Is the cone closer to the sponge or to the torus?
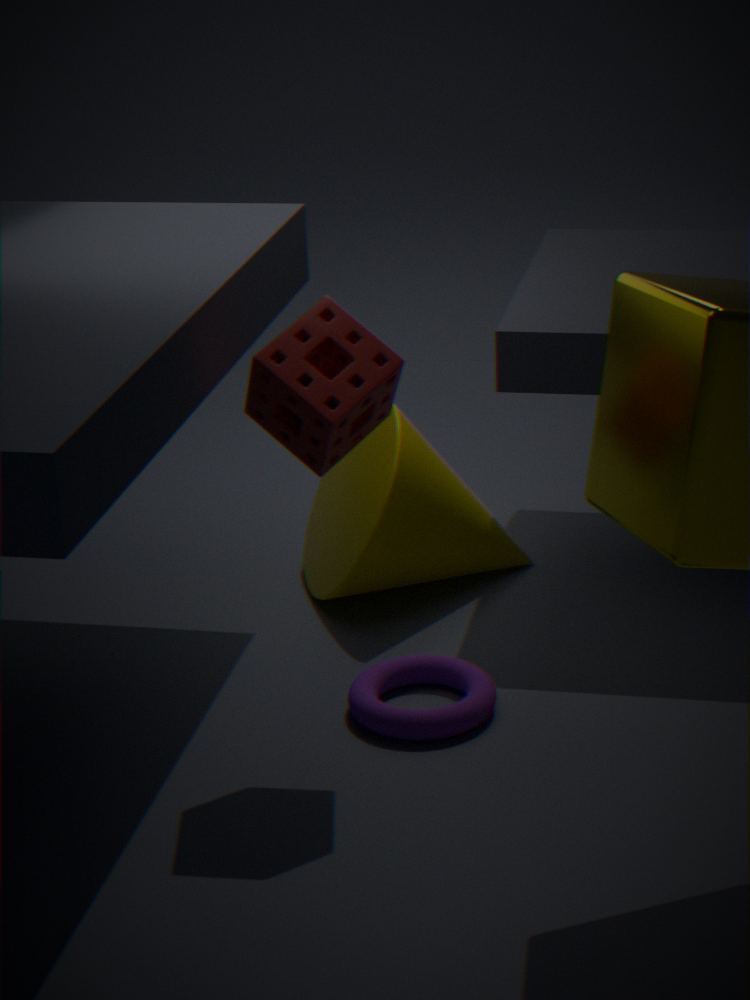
the torus
